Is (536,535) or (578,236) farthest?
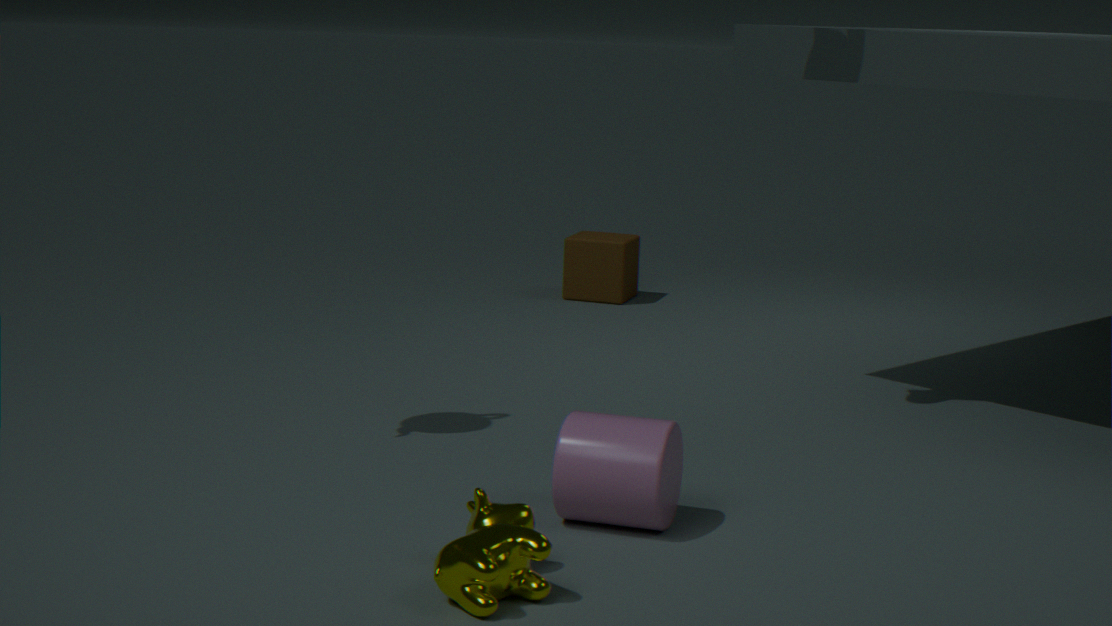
(578,236)
